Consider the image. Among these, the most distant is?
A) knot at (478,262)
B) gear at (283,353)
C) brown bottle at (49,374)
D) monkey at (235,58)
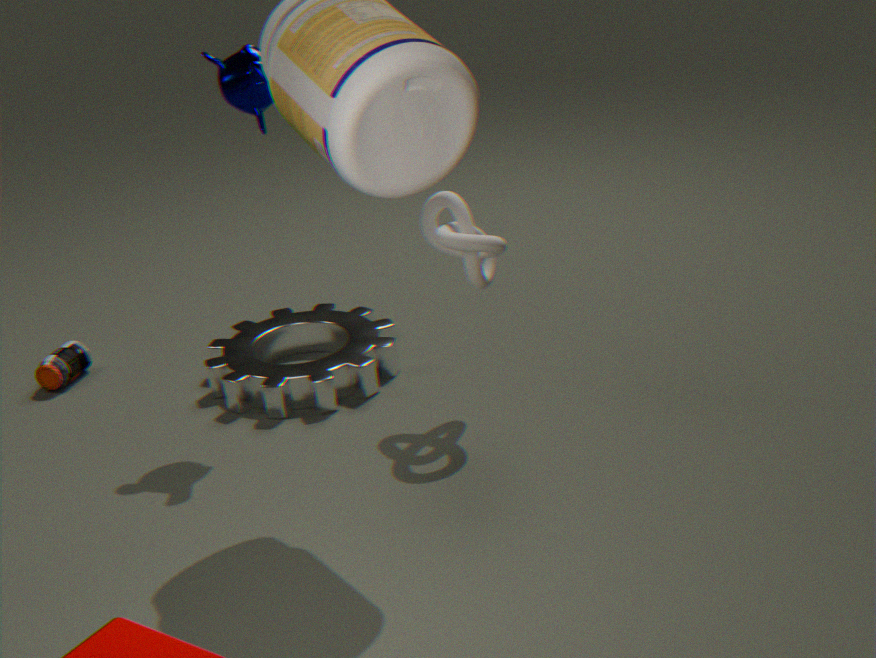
C. brown bottle at (49,374)
